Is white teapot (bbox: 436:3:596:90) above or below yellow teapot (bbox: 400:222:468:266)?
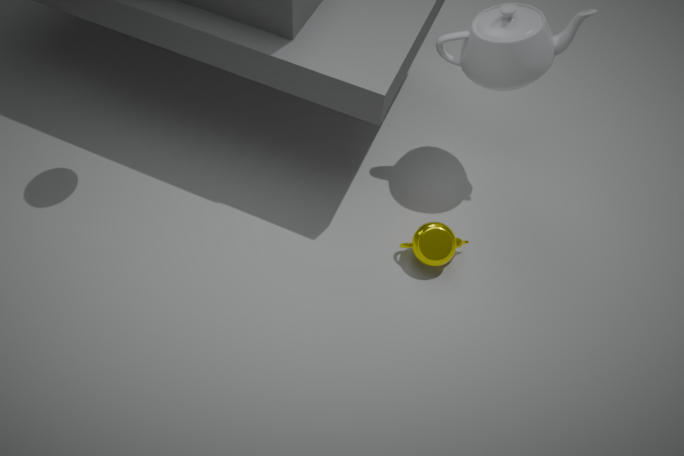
above
